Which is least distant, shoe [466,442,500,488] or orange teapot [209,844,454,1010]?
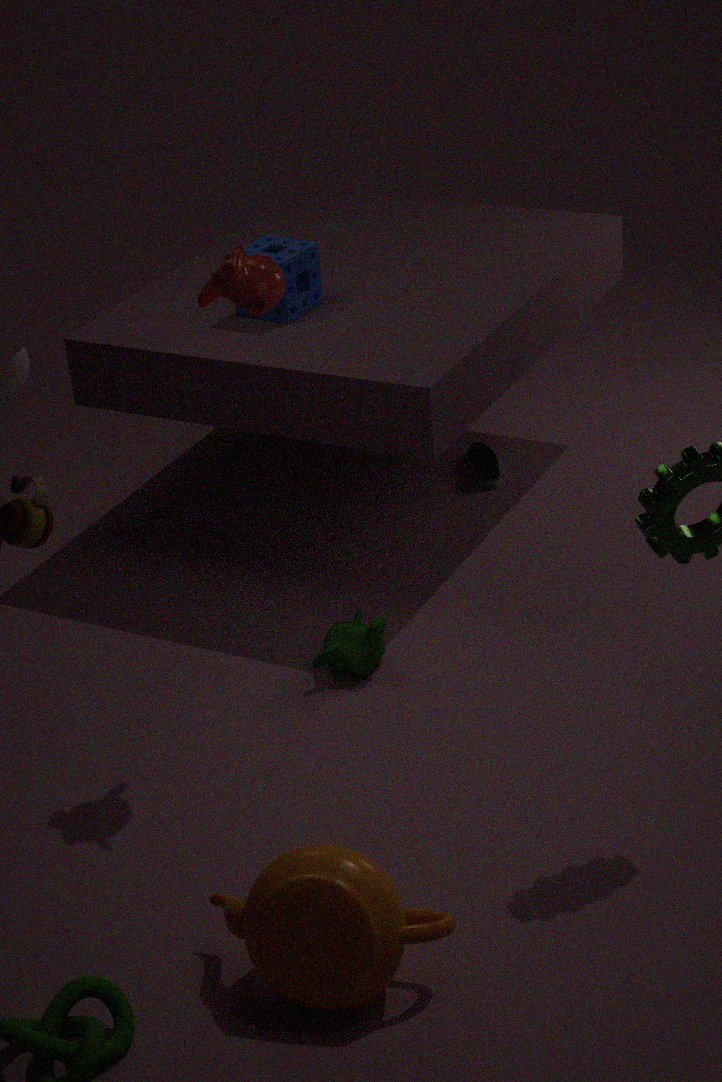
orange teapot [209,844,454,1010]
